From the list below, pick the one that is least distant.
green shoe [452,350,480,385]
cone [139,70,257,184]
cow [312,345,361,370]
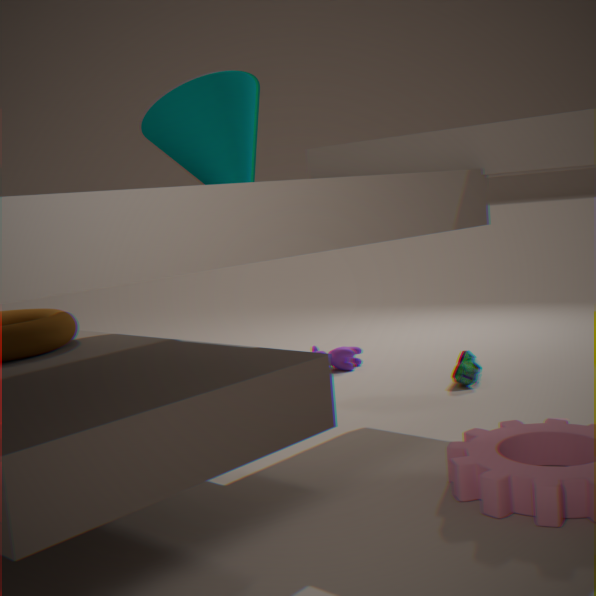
cone [139,70,257,184]
